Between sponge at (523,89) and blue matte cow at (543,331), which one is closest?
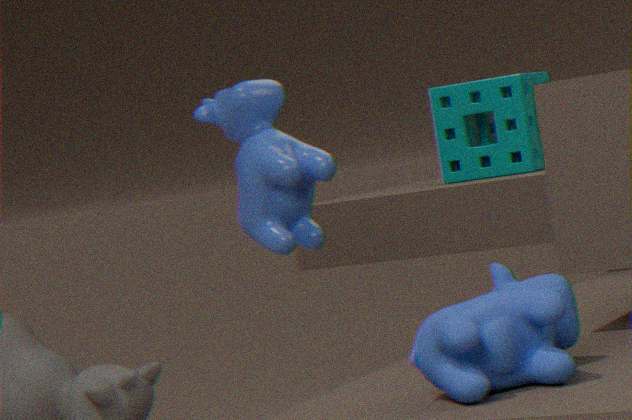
blue matte cow at (543,331)
